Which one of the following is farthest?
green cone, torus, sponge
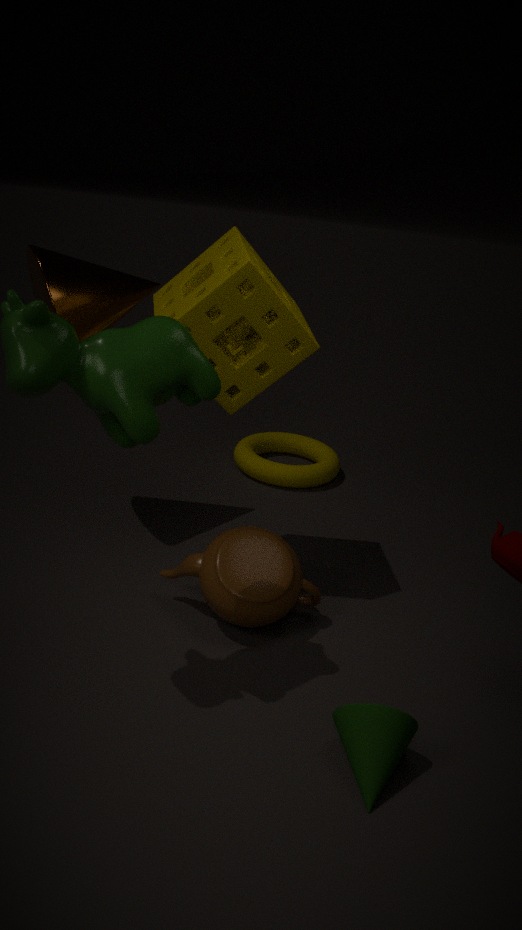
torus
